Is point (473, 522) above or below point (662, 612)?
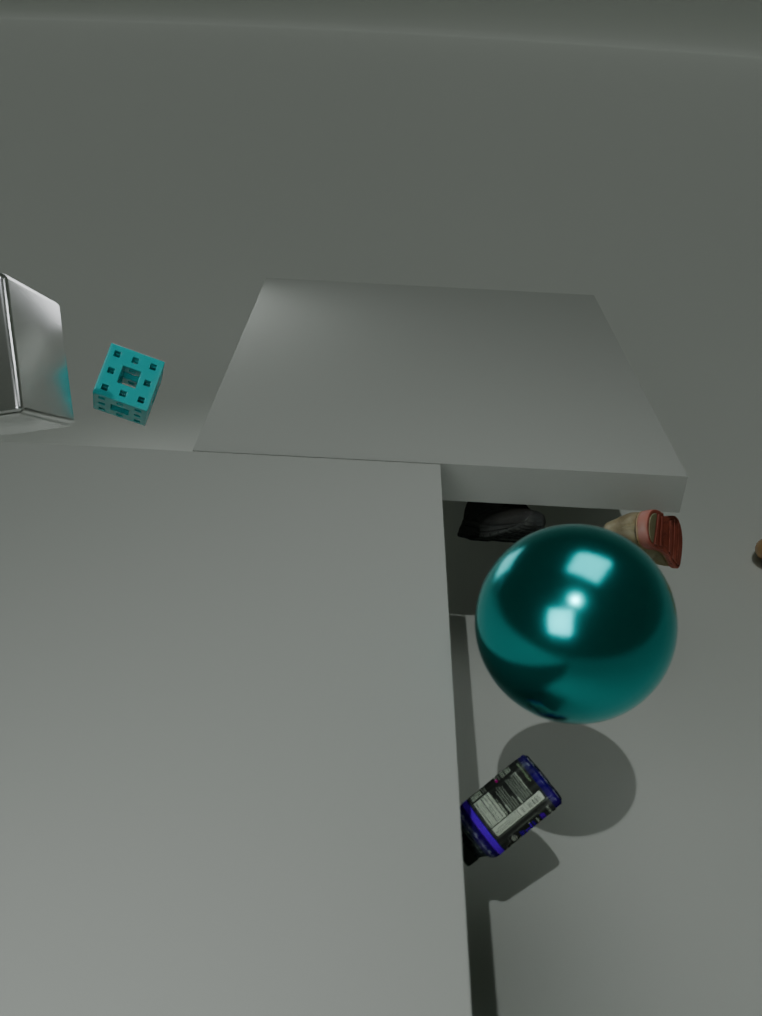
below
